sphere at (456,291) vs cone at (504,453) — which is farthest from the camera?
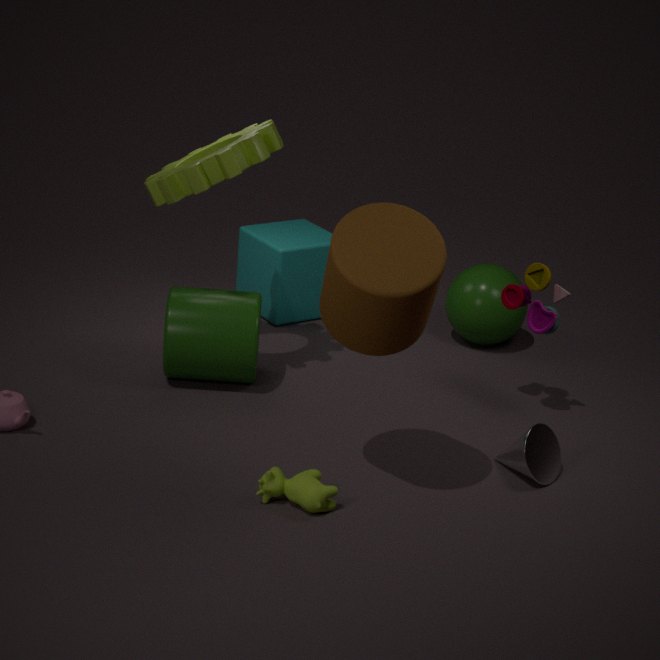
sphere at (456,291)
